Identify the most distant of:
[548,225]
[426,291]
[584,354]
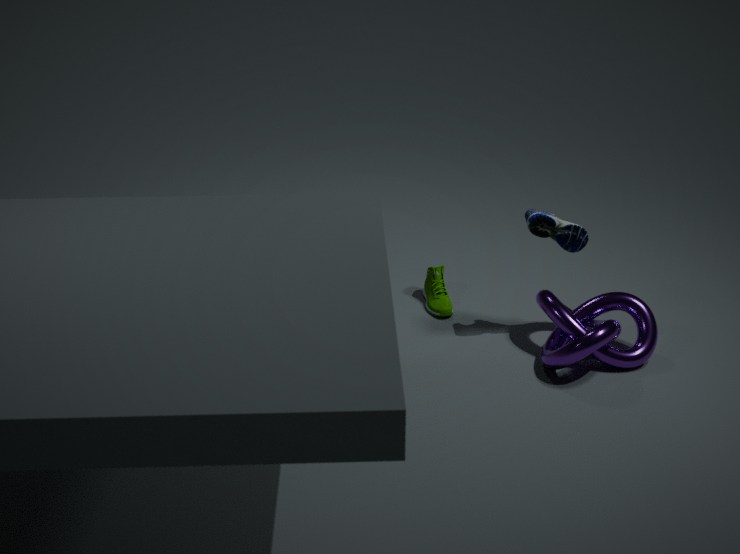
[426,291]
